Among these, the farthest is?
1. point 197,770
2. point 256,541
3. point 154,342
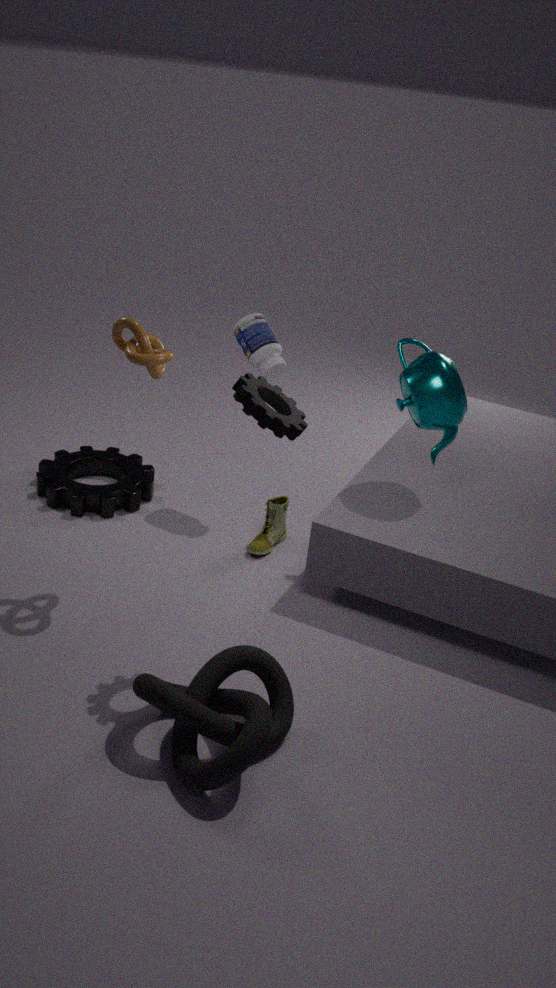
point 256,541
